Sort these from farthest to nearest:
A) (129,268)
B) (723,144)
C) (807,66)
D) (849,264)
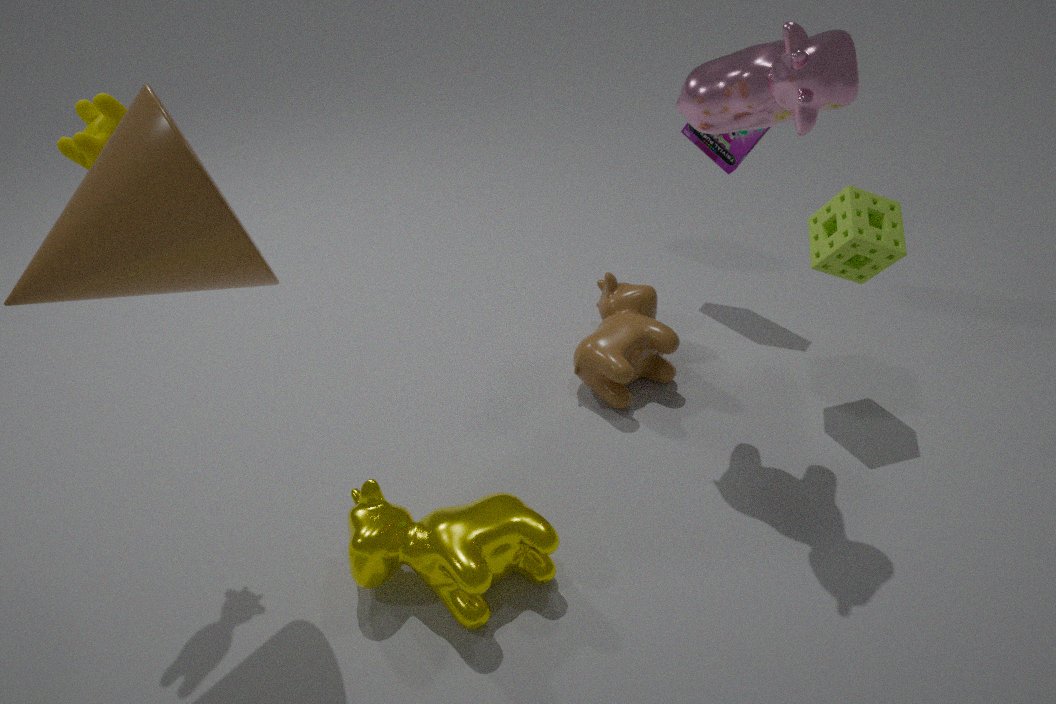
(723,144) < (849,264) < (807,66) < (129,268)
